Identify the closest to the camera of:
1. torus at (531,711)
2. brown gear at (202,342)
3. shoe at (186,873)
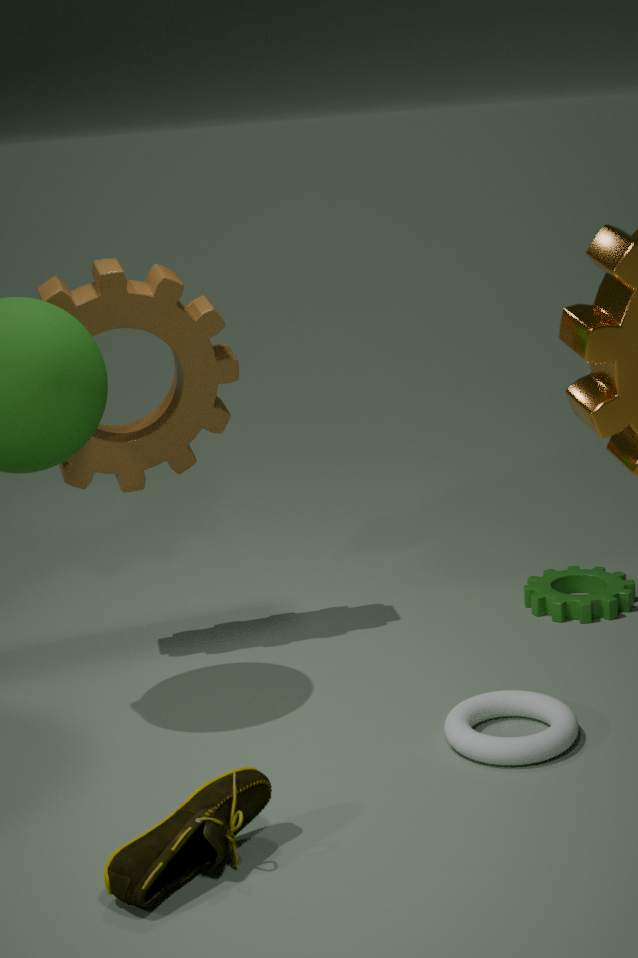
shoe at (186,873)
